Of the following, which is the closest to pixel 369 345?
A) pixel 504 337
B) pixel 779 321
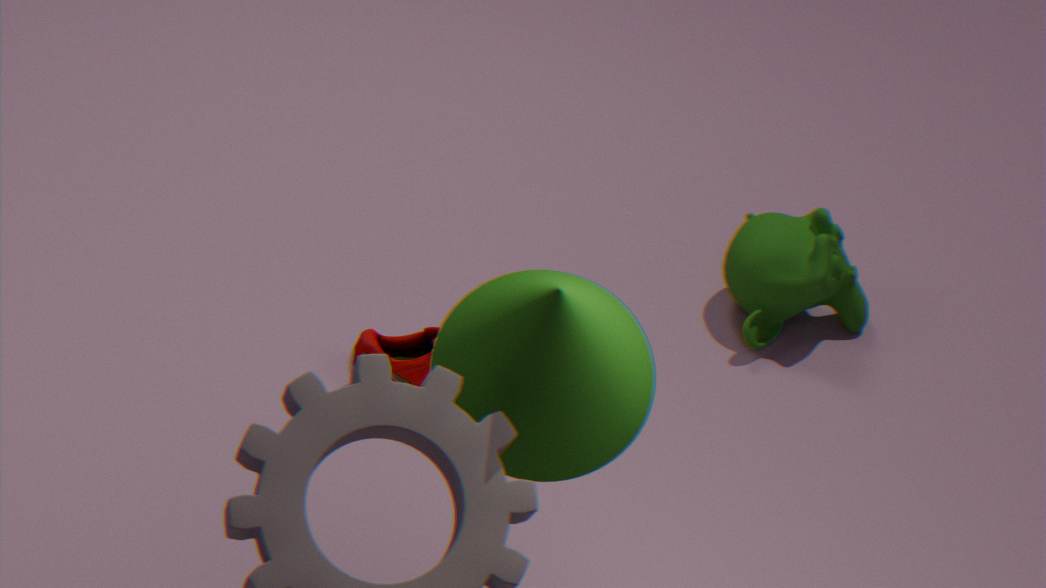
pixel 779 321
